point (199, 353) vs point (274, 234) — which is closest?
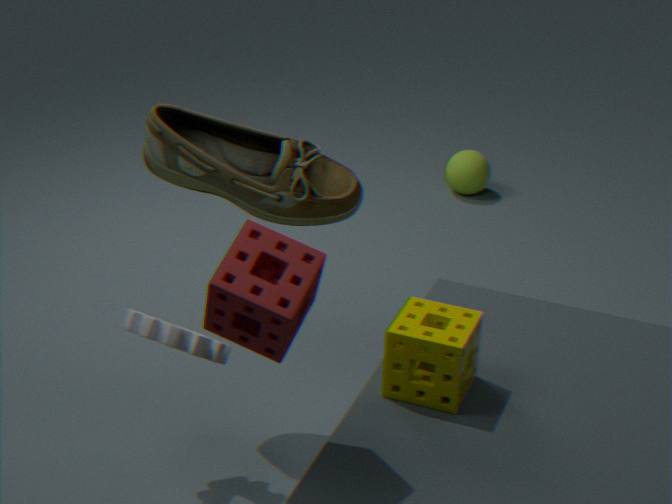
point (274, 234)
